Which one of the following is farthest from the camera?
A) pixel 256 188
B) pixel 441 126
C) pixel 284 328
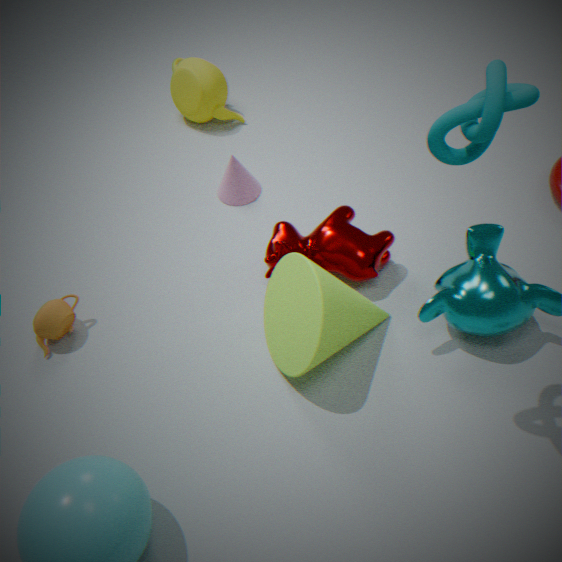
pixel 256 188
